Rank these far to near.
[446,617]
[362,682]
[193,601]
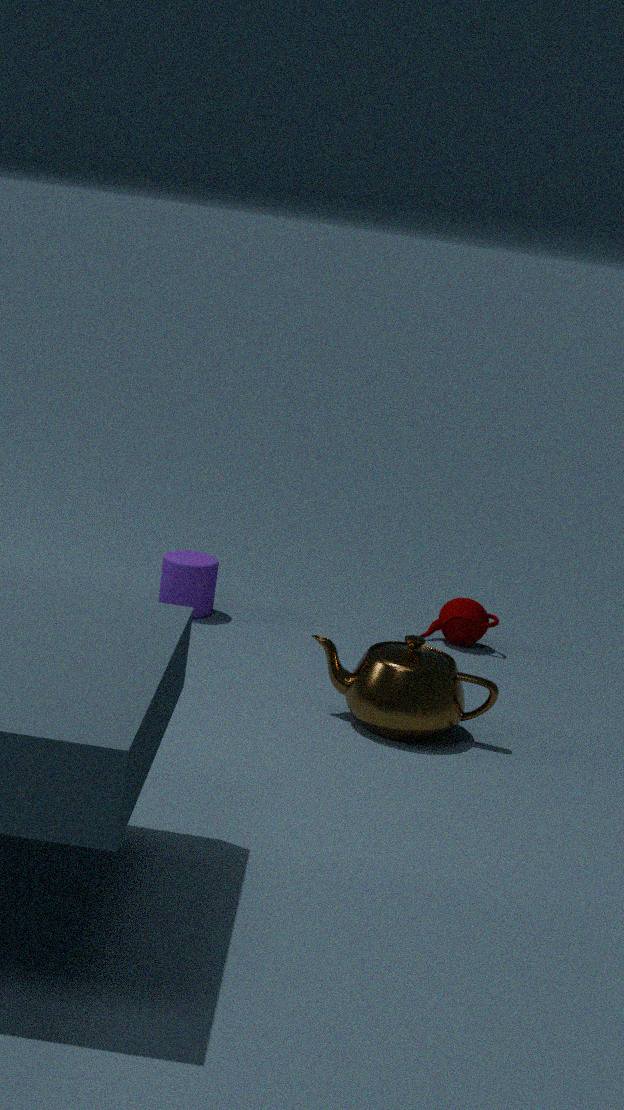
[446,617] → [193,601] → [362,682]
